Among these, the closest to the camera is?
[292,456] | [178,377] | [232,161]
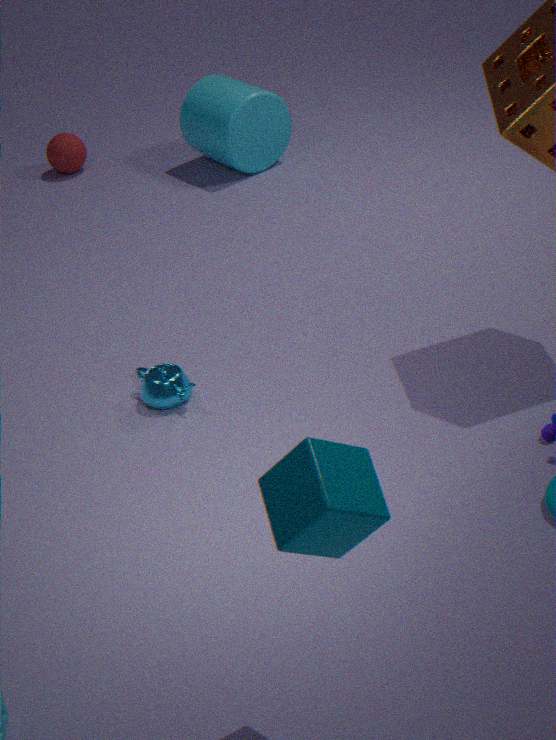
[292,456]
